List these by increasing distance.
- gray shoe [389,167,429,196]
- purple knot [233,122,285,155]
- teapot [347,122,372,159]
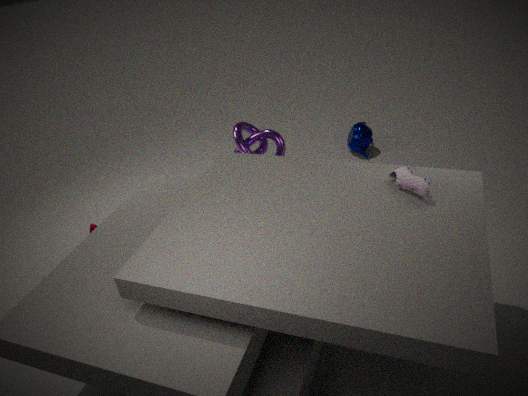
gray shoe [389,167,429,196], purple knot [233,122,285,155], teapot [347,122,372,159]
